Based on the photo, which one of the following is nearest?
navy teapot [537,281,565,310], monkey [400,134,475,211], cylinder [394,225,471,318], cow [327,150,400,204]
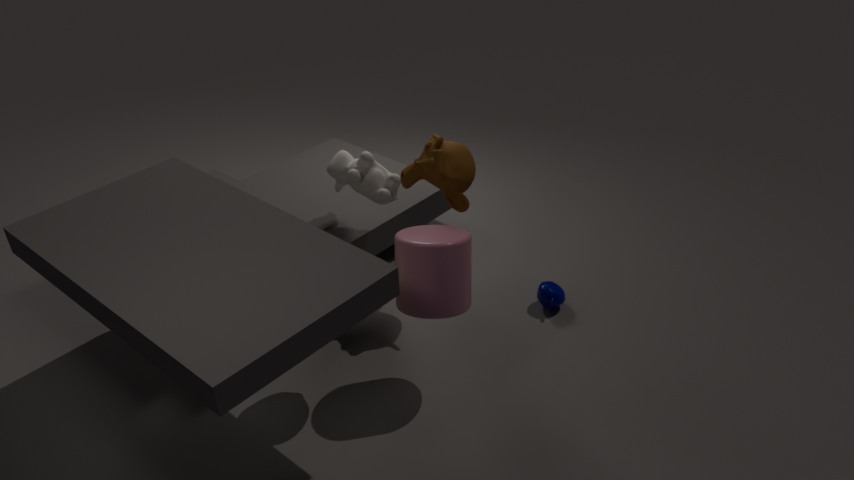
cylinder [394,225,471,318]
